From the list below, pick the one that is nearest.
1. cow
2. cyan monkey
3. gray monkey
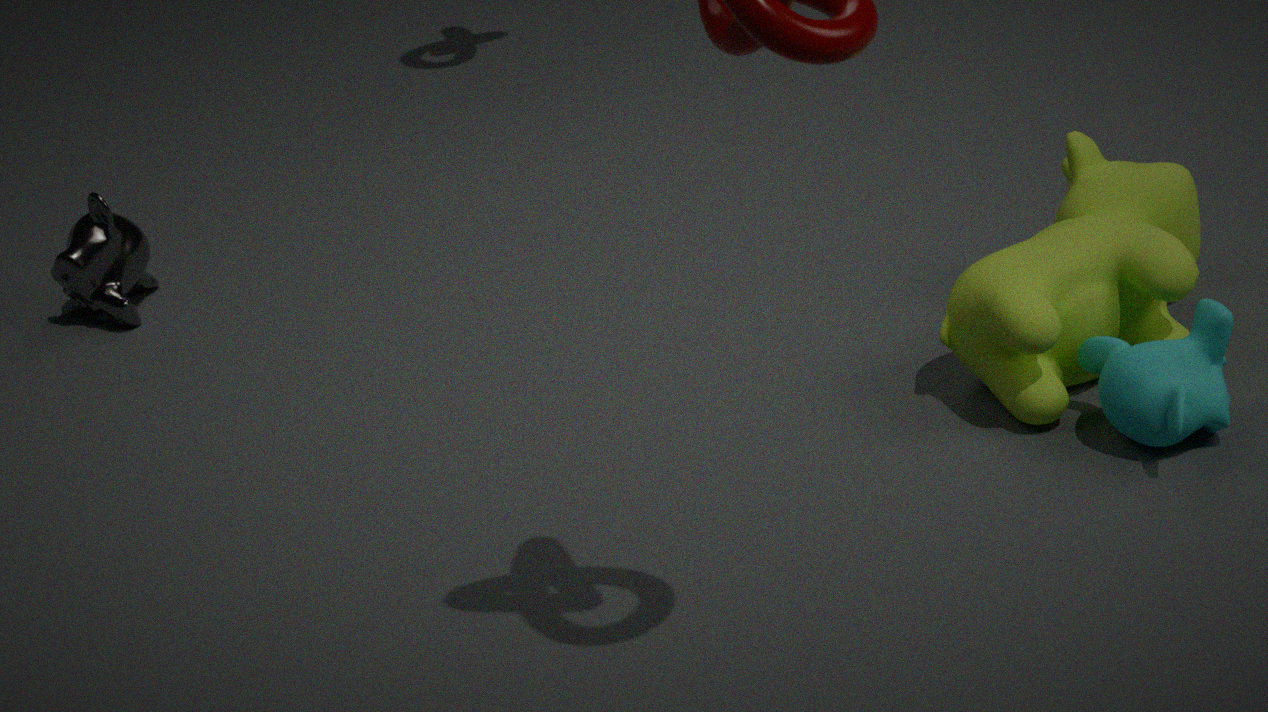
cyan monkey
